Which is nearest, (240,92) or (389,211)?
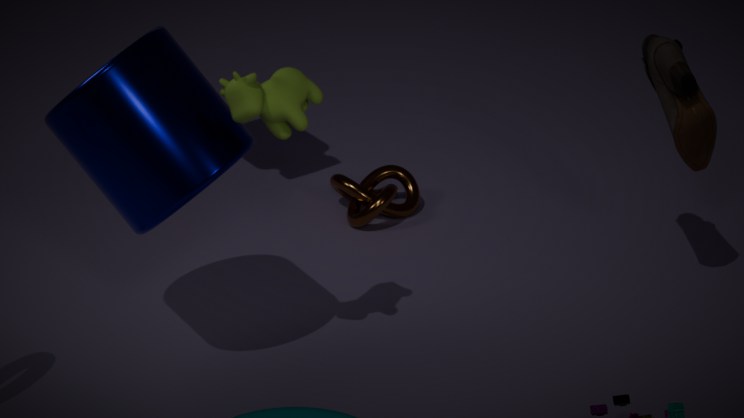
(240,92)
